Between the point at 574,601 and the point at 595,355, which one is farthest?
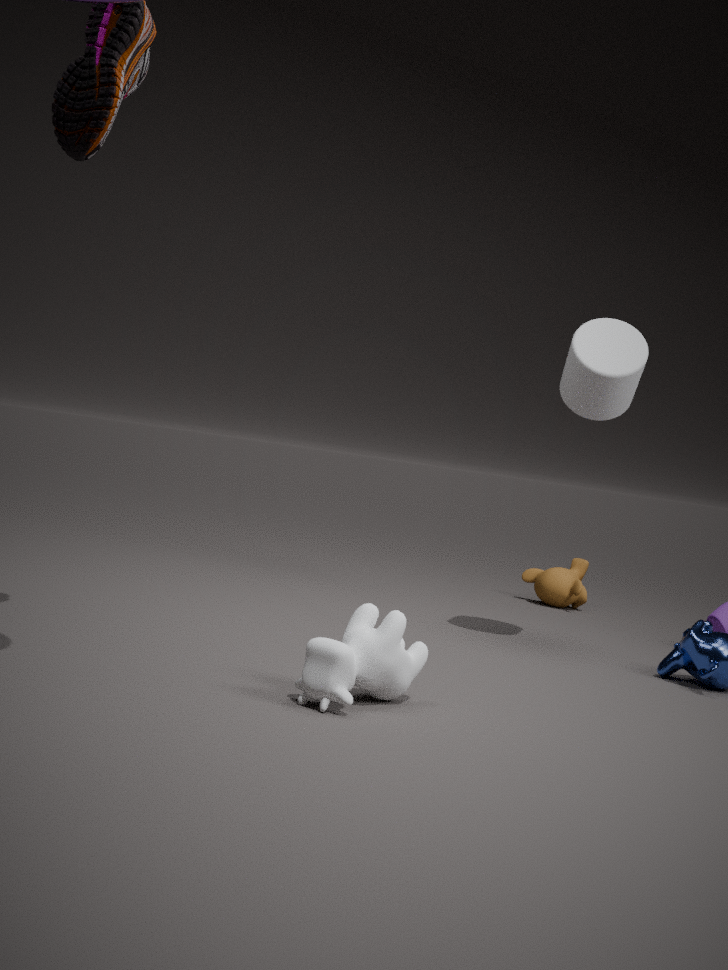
the point at 574,601
